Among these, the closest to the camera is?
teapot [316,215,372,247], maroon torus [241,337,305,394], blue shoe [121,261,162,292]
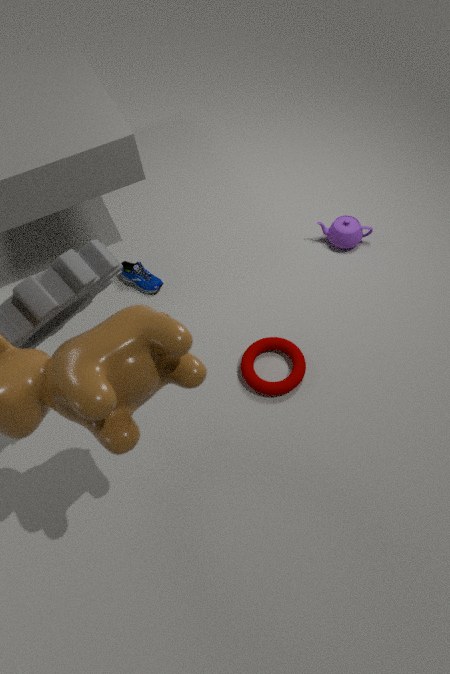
maroon torus [241,337,305,394]
